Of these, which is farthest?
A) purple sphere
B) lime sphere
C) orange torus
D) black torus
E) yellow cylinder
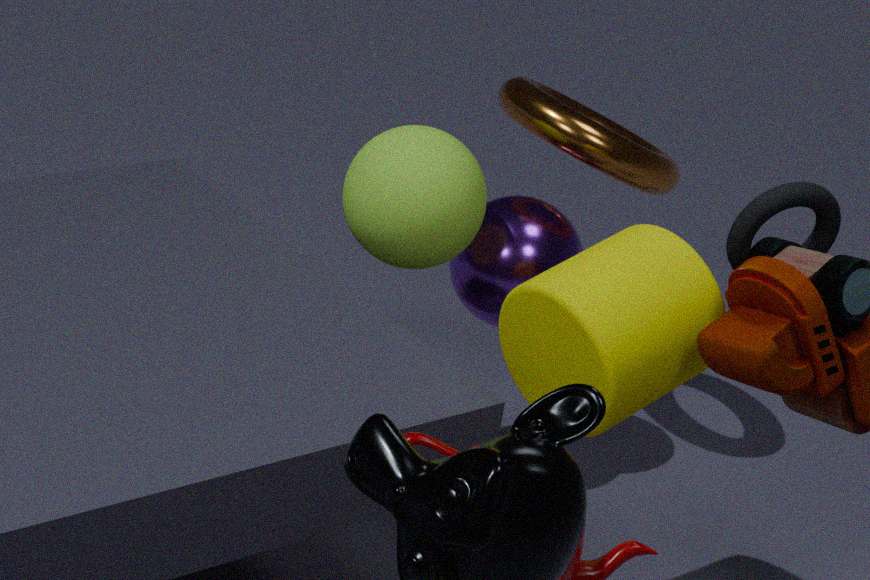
purple sphere
